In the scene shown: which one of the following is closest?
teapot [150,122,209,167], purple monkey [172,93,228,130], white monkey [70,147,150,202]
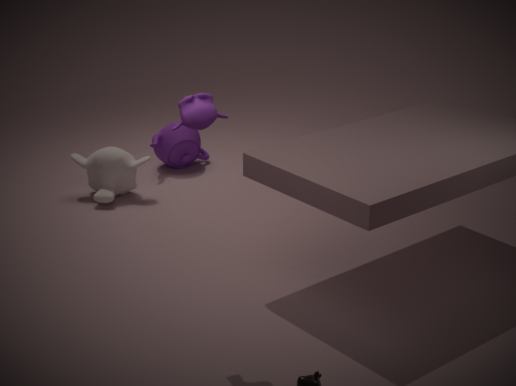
purple monkey [172,93,228,130]
